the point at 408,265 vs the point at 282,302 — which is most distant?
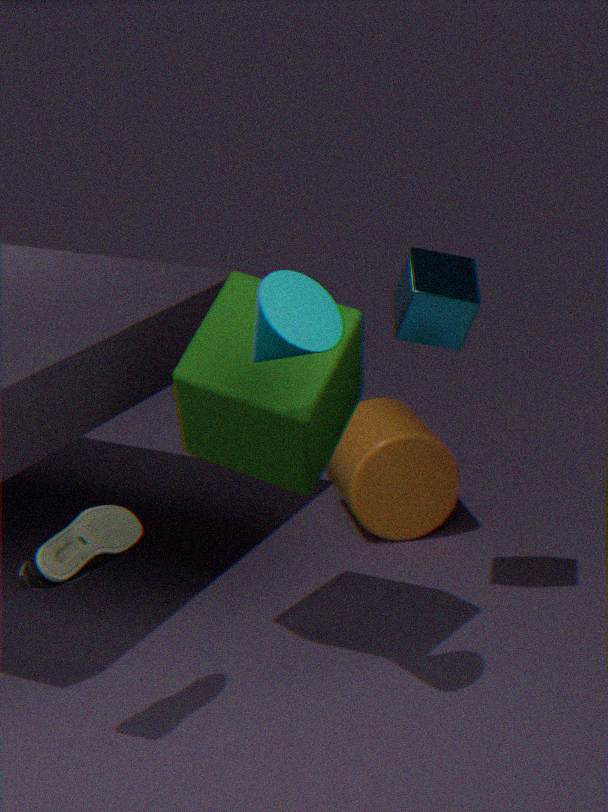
the point at 408,265
